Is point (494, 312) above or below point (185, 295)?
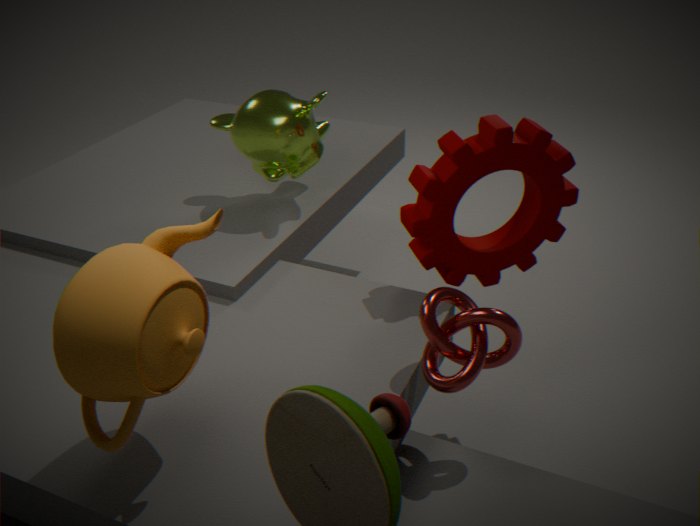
below
